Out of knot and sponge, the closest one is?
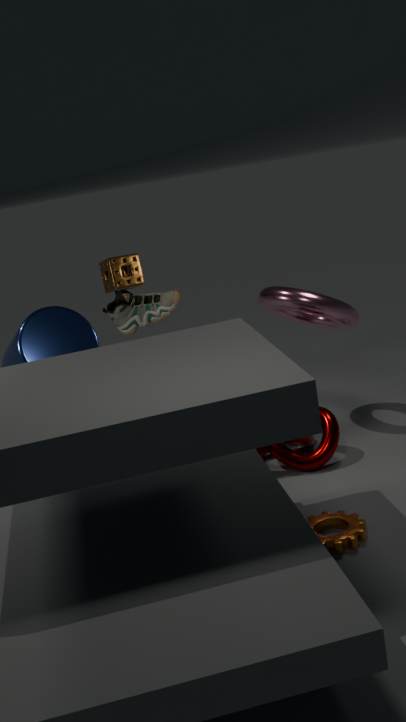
knot
